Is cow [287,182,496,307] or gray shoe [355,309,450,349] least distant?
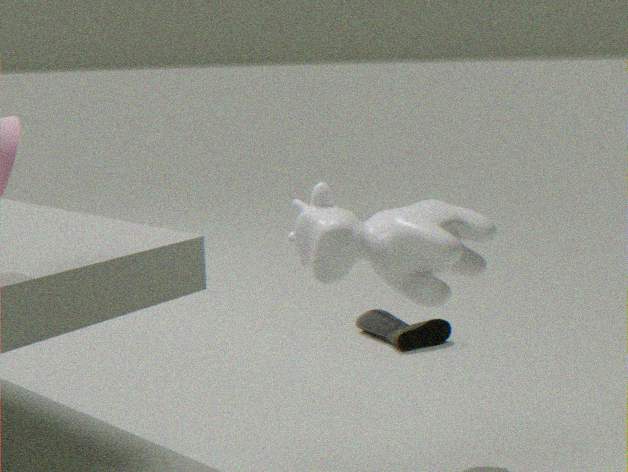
cow [287,182,496,307]
